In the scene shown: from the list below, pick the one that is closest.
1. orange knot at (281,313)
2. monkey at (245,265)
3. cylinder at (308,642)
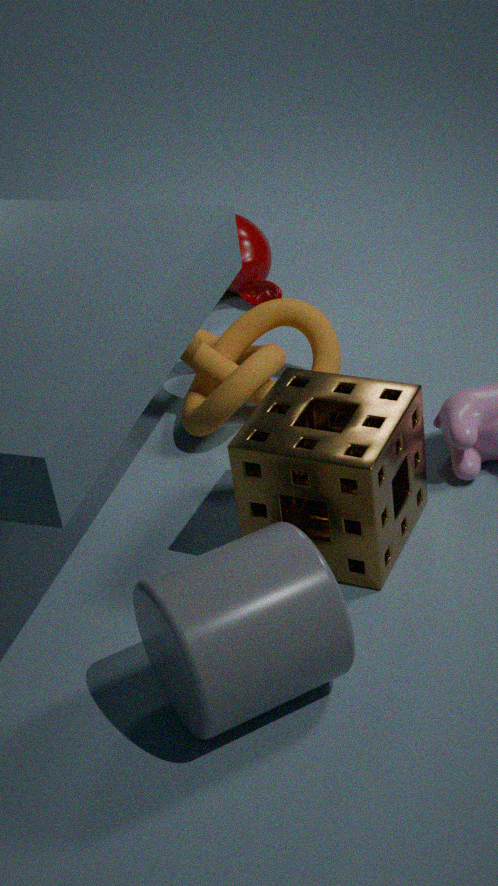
cylinder at (308,642)
